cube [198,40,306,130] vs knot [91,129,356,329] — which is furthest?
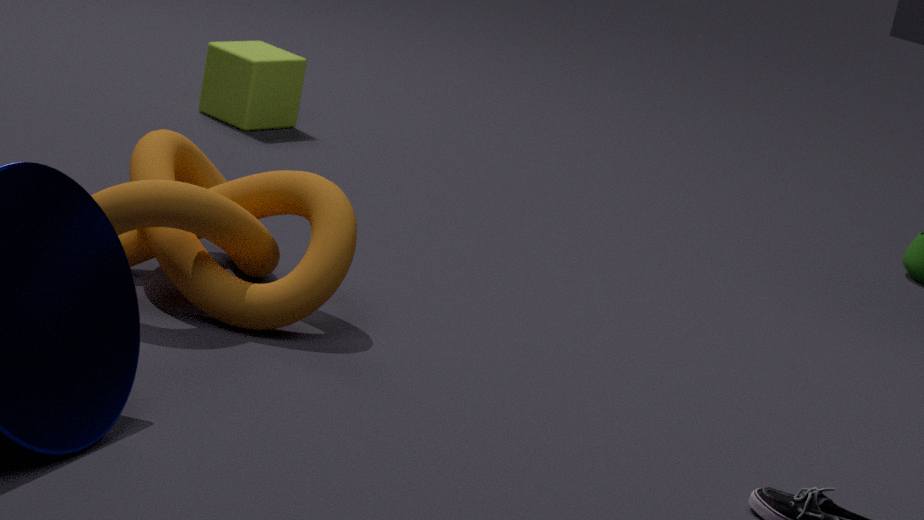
cube [198,40,306,130]
